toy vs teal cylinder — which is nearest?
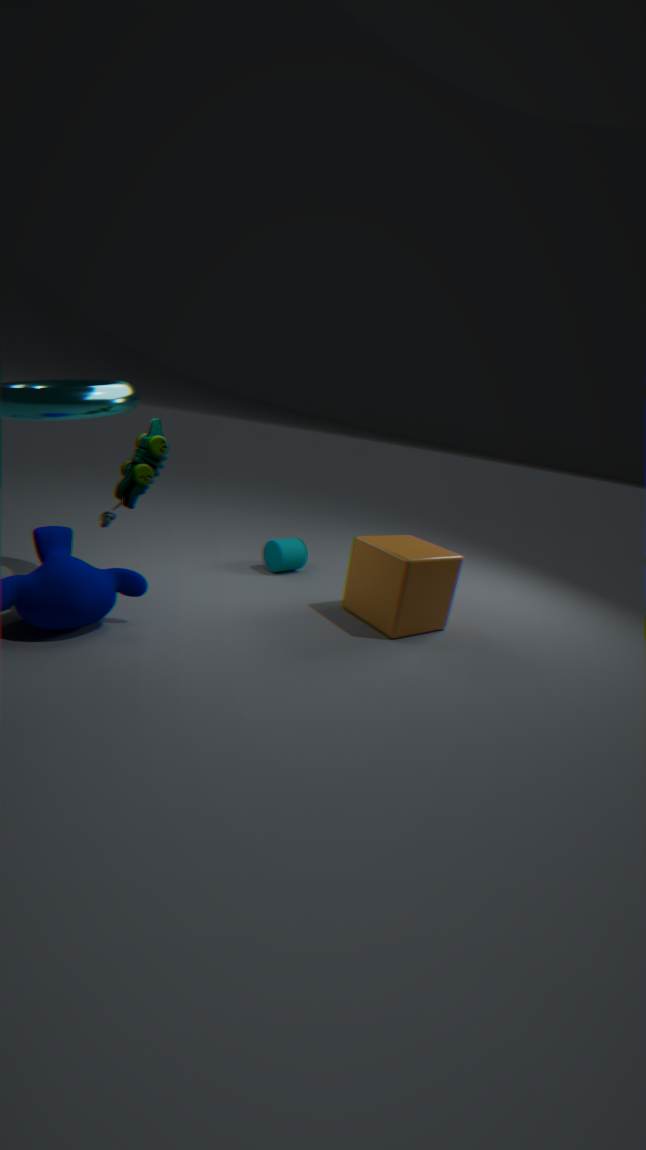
toy
